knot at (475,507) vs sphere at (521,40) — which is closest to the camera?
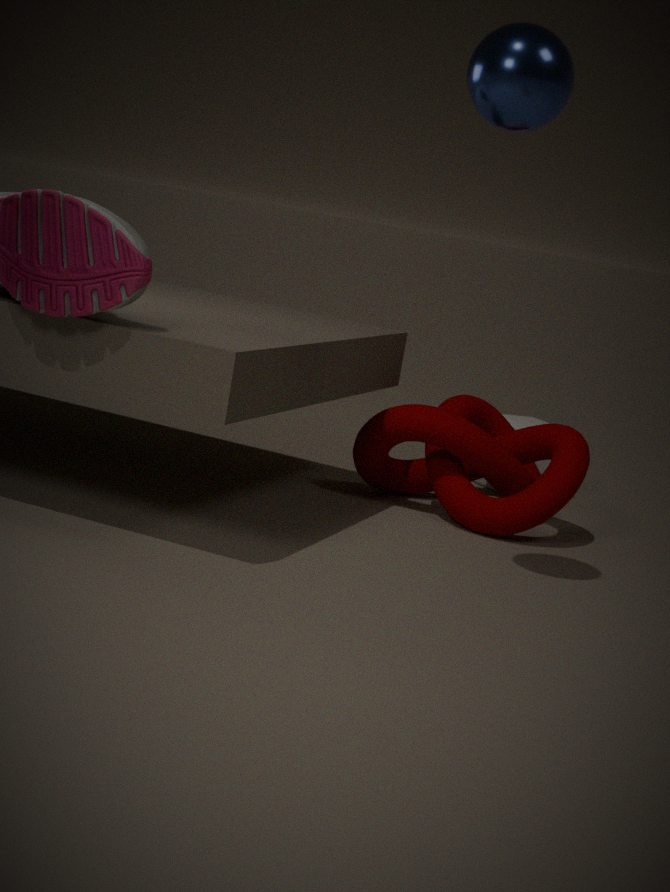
sphere at (521,40)
